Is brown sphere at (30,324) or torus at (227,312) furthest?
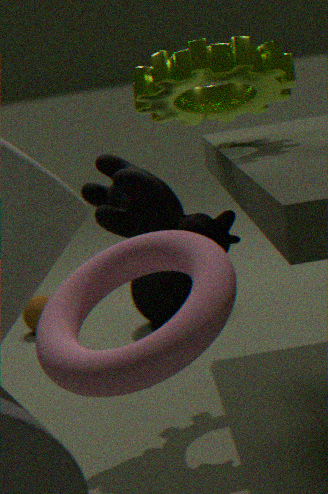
brown sphere at (30,324)
